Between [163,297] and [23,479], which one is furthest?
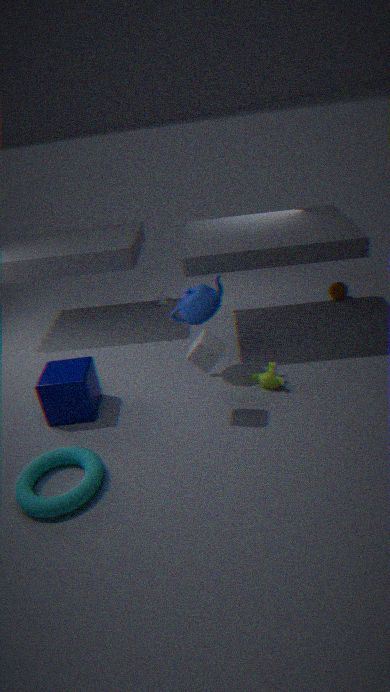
[163,297]
